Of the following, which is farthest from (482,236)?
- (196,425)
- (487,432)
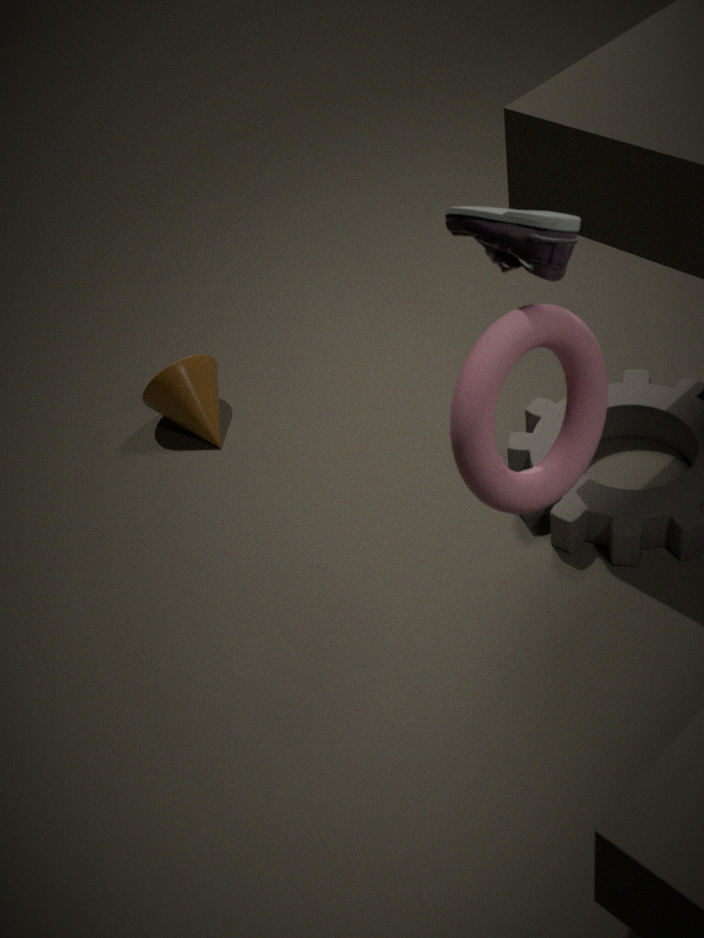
(196,425)
